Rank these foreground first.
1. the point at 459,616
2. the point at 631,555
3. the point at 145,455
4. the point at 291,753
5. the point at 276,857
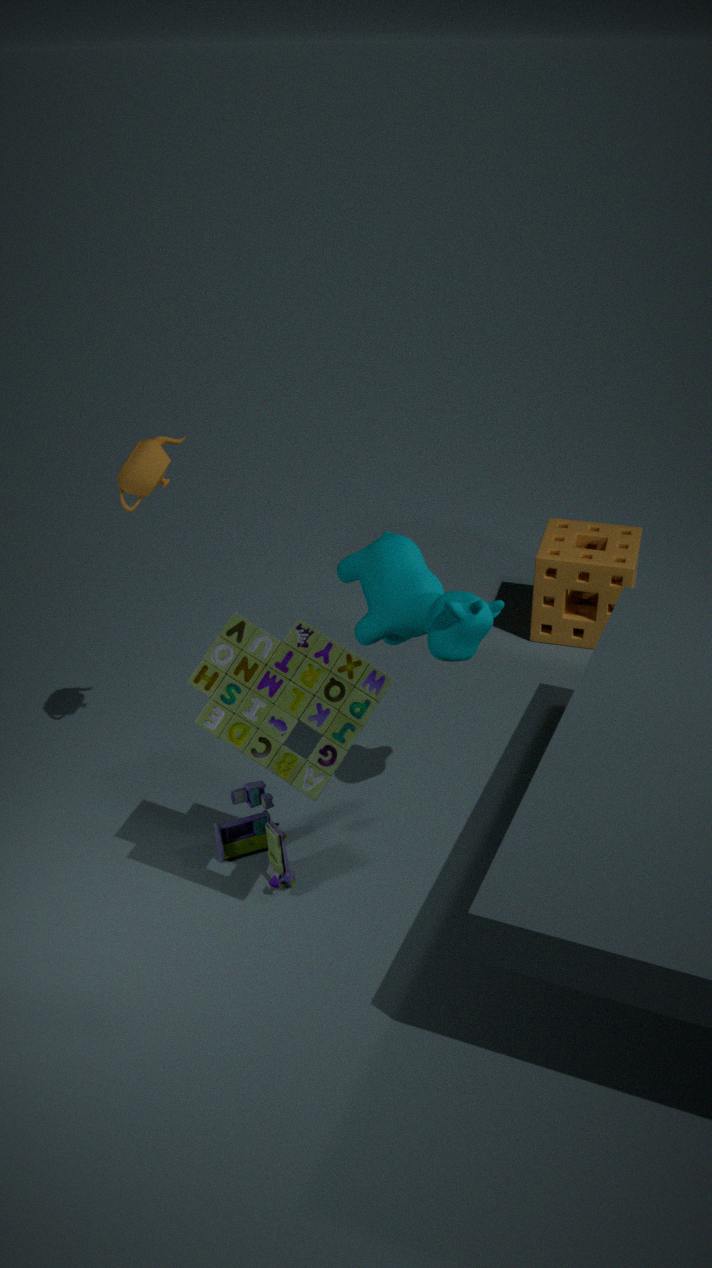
the point at 291,753, the point at 459,616, the point at 145,455, the point at 276,857, the point at 631,555
